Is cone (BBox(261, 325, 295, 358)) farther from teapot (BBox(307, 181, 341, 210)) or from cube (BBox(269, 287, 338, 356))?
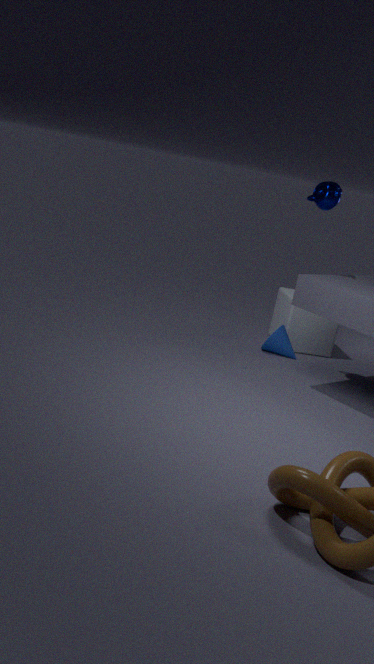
teapot (BBox(307, 181, 341, 210))
